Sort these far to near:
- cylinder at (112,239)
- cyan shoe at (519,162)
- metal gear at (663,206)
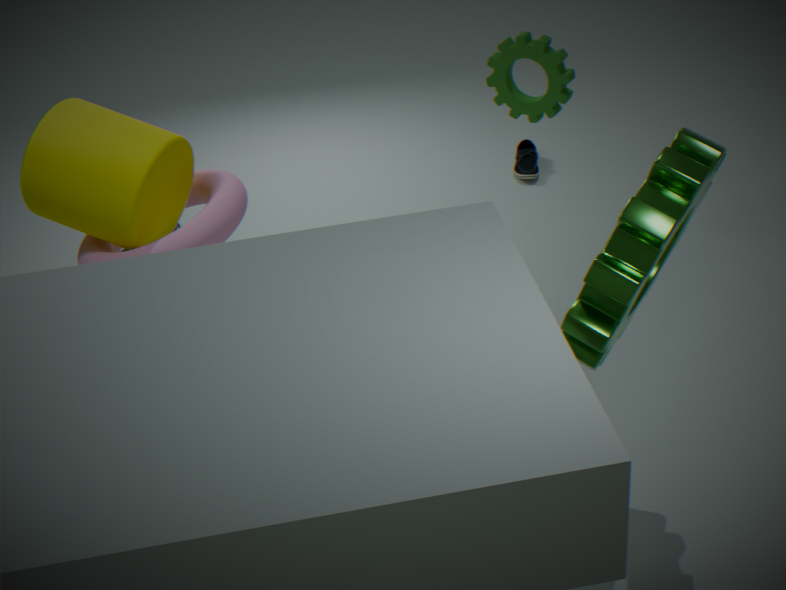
1. cyan shoe at (519,162)
2. cylinder at (112,239)
3. metal gear at (663,206)
